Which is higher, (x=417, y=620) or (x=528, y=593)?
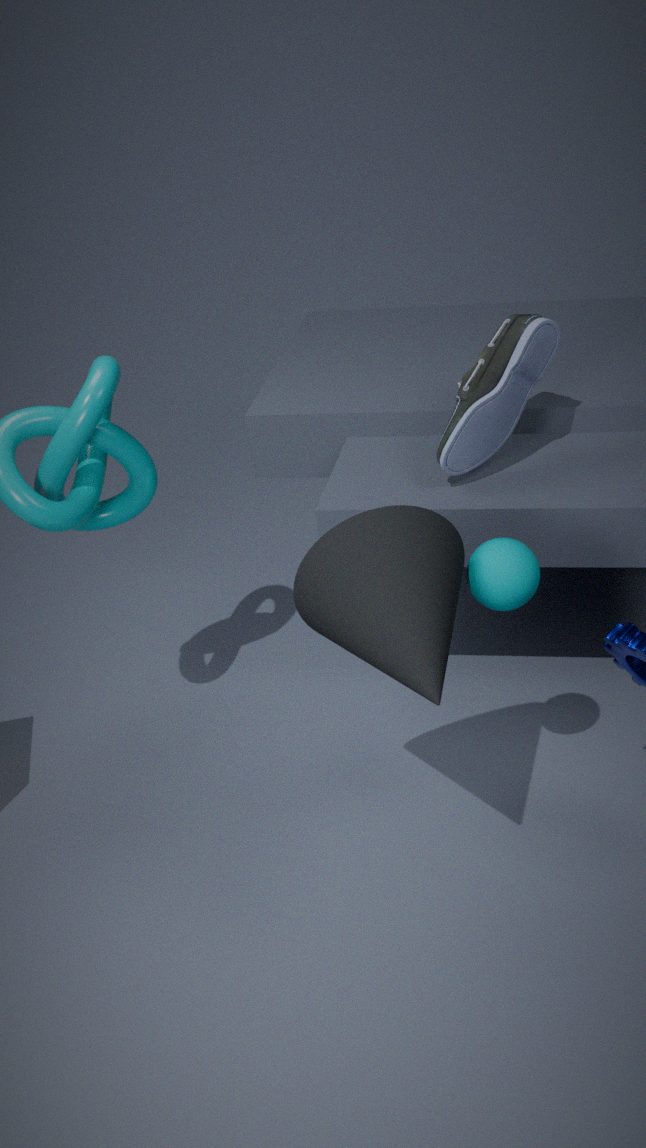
(x=417, y=620)
